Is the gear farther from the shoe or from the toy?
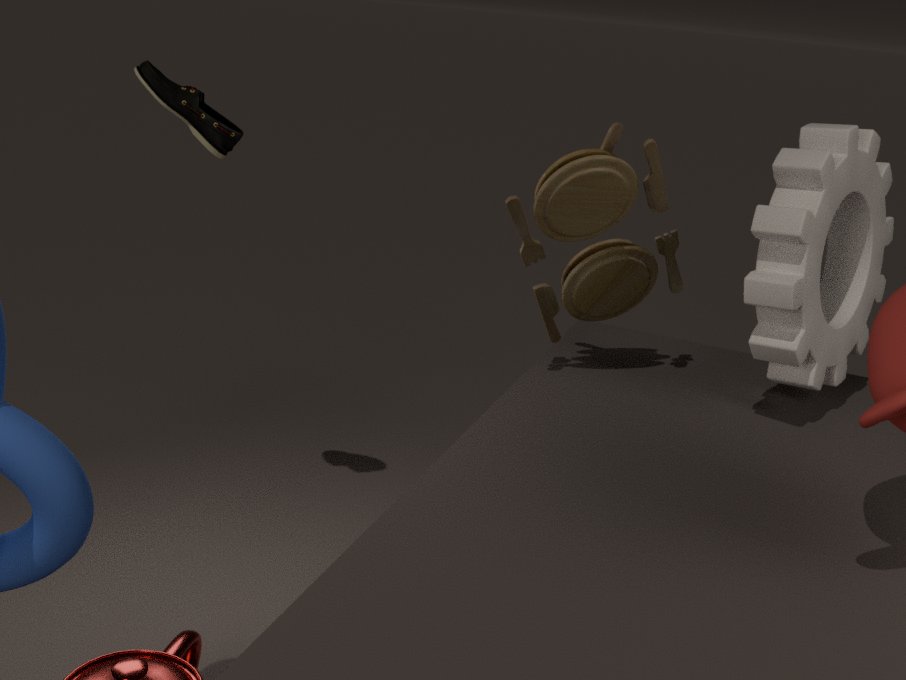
the shoe
